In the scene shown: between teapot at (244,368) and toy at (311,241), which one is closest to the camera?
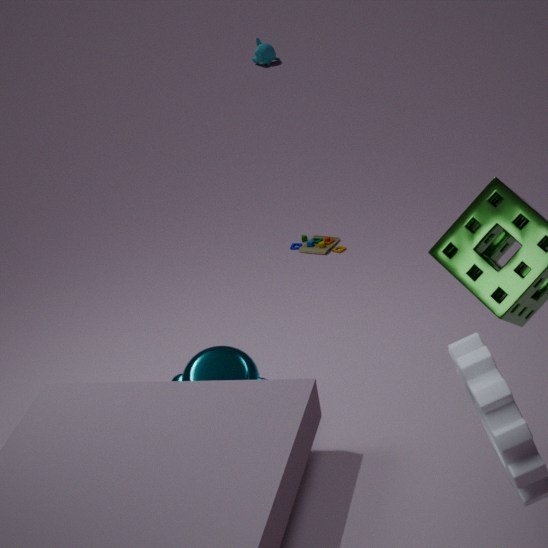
teapot at (244,368)
